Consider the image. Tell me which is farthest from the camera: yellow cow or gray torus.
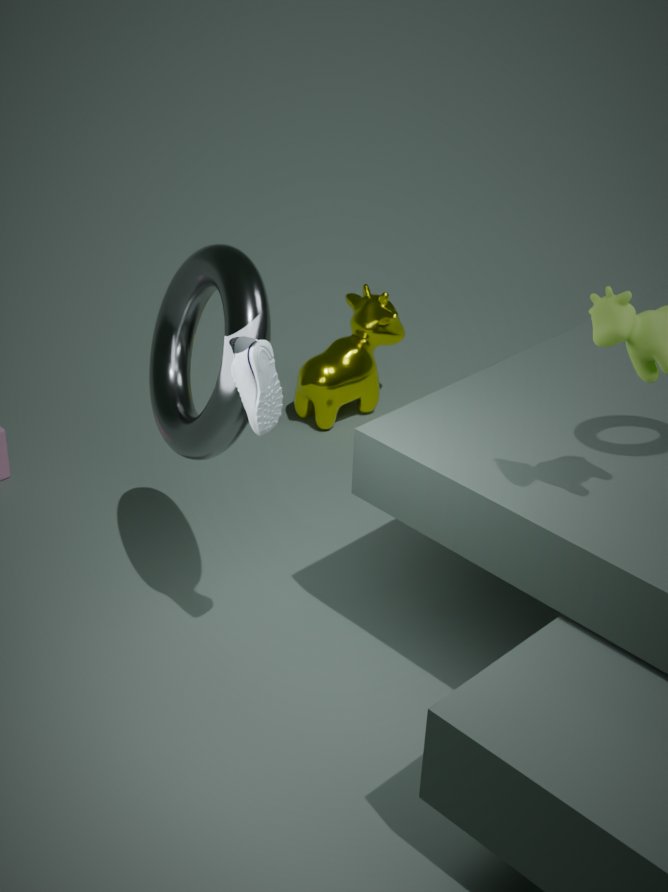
yellow cow
